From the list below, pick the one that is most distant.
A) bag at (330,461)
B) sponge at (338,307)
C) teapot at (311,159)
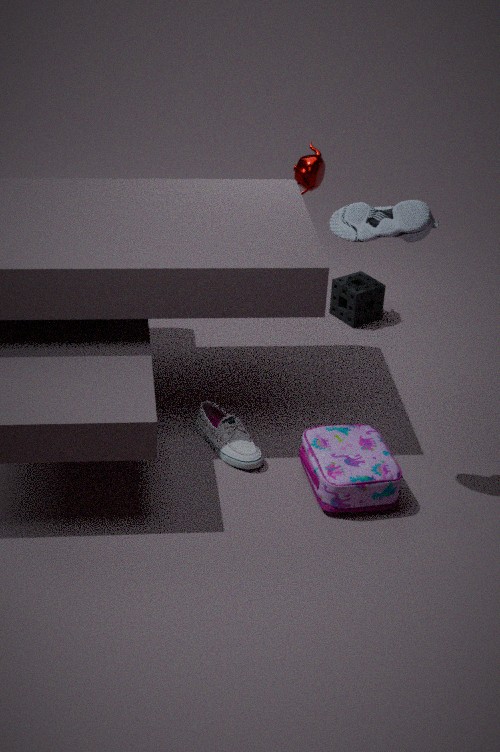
sponge at (338,307)
